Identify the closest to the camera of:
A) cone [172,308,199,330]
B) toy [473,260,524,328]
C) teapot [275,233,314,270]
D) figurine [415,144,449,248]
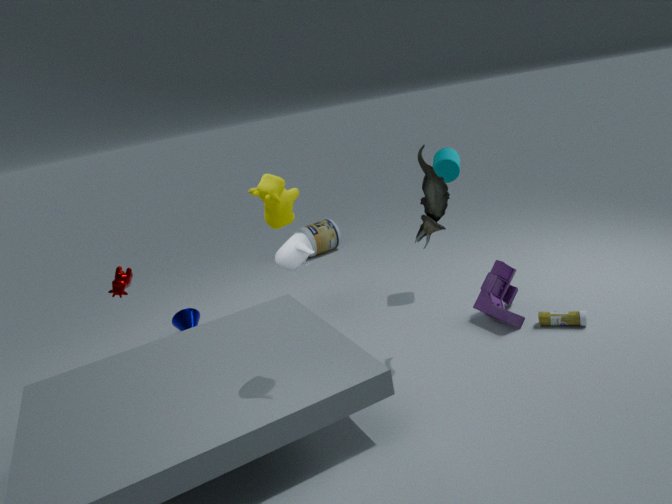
teapot [275,233,314,270]
